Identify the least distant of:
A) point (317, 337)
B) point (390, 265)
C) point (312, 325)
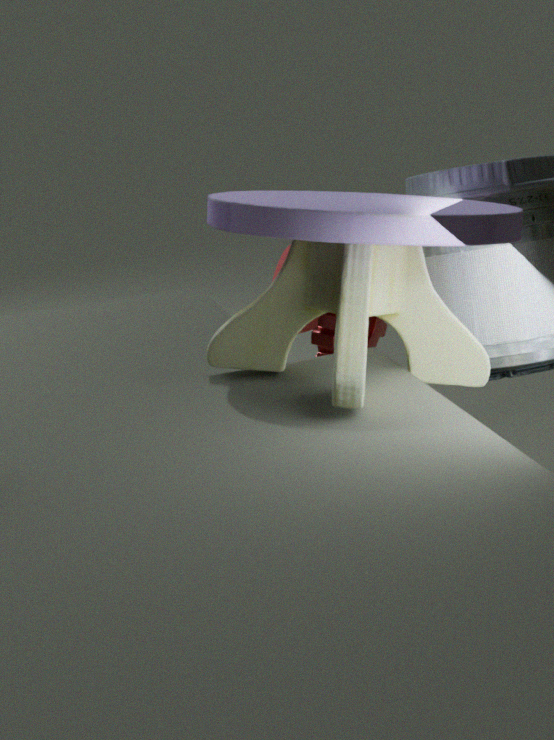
point (390, 265)
